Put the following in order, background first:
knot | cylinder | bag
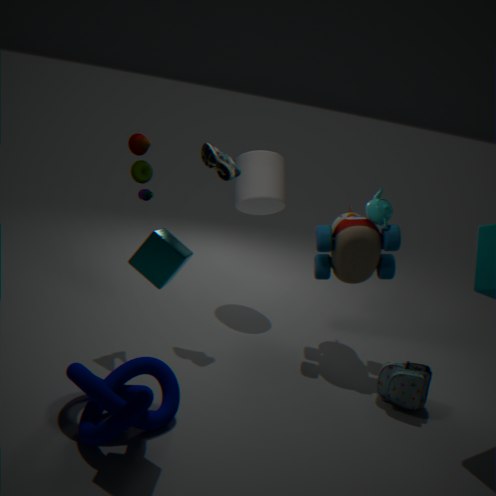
cylinder, bag, knot
